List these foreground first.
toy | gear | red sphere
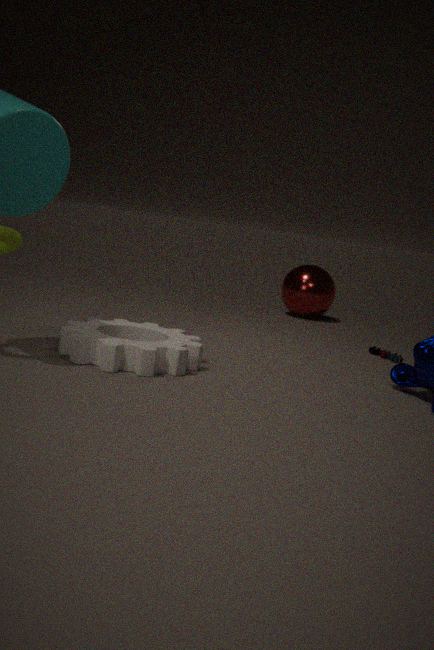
gear, toy, red sphere
